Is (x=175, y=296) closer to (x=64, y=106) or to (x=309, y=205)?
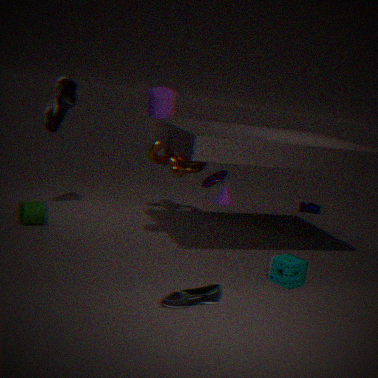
(x=64, y=106)
